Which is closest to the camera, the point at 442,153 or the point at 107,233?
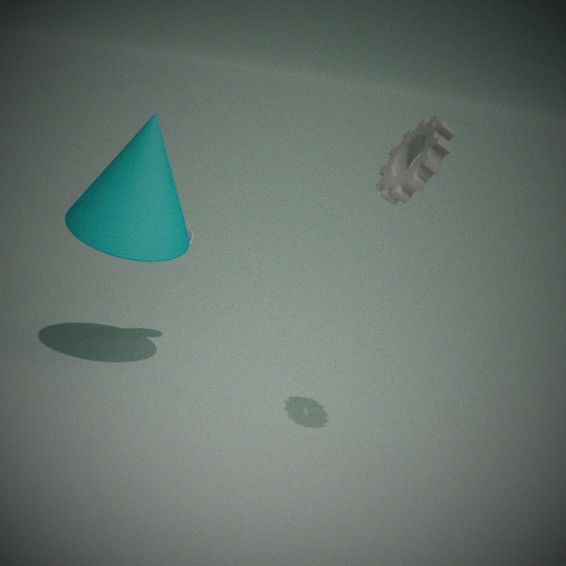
the point at 442,153
